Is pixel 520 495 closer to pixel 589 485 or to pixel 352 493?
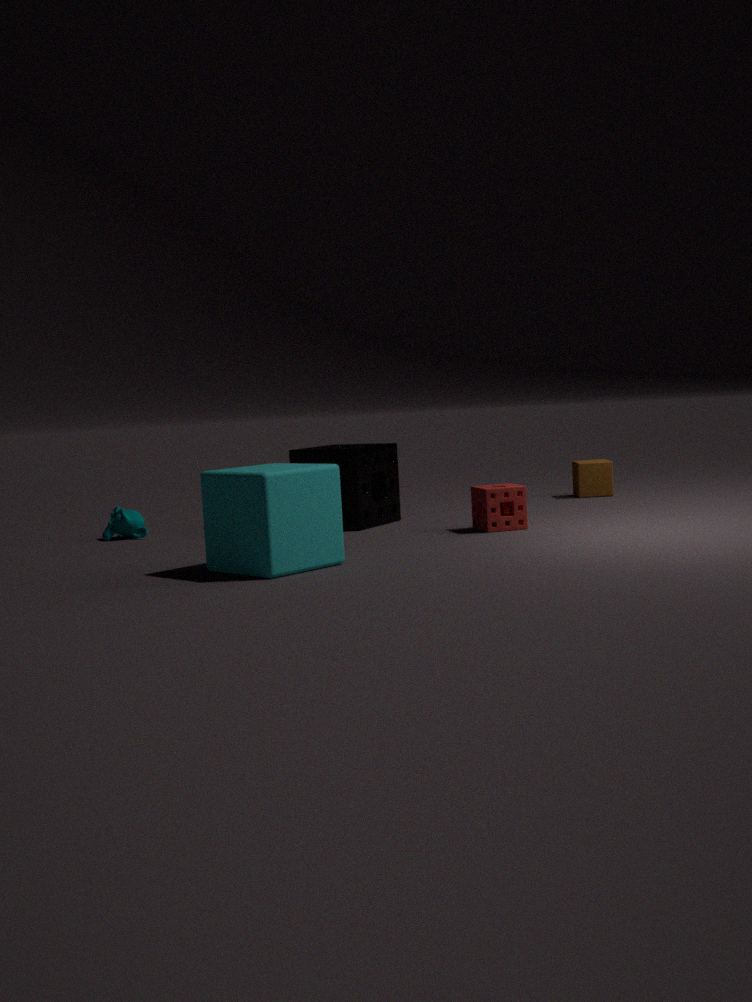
pixel 352 493
